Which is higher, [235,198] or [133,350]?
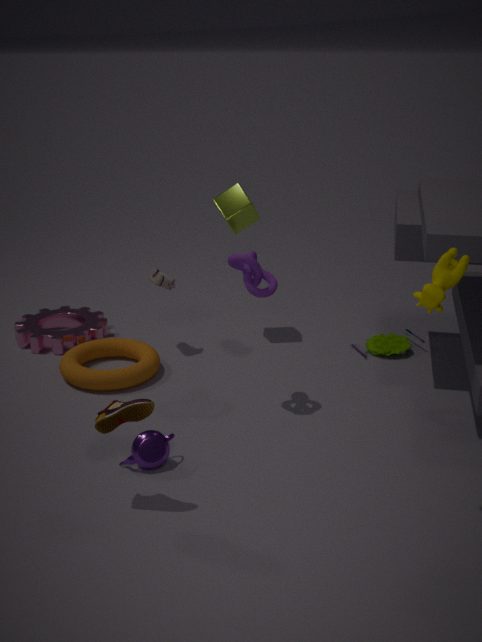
[235,198]
